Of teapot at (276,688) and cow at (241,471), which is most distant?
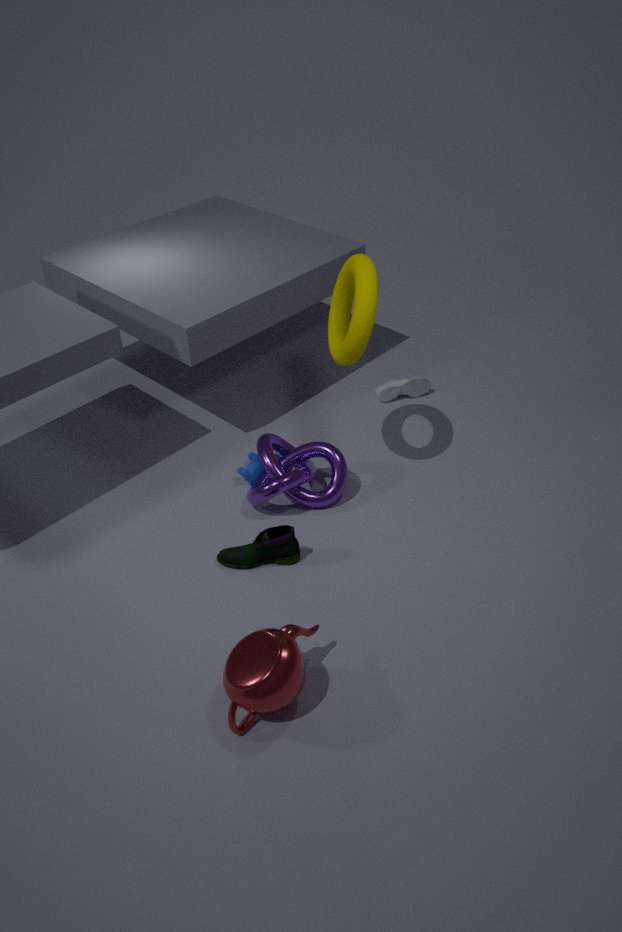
cow at (241,471)
